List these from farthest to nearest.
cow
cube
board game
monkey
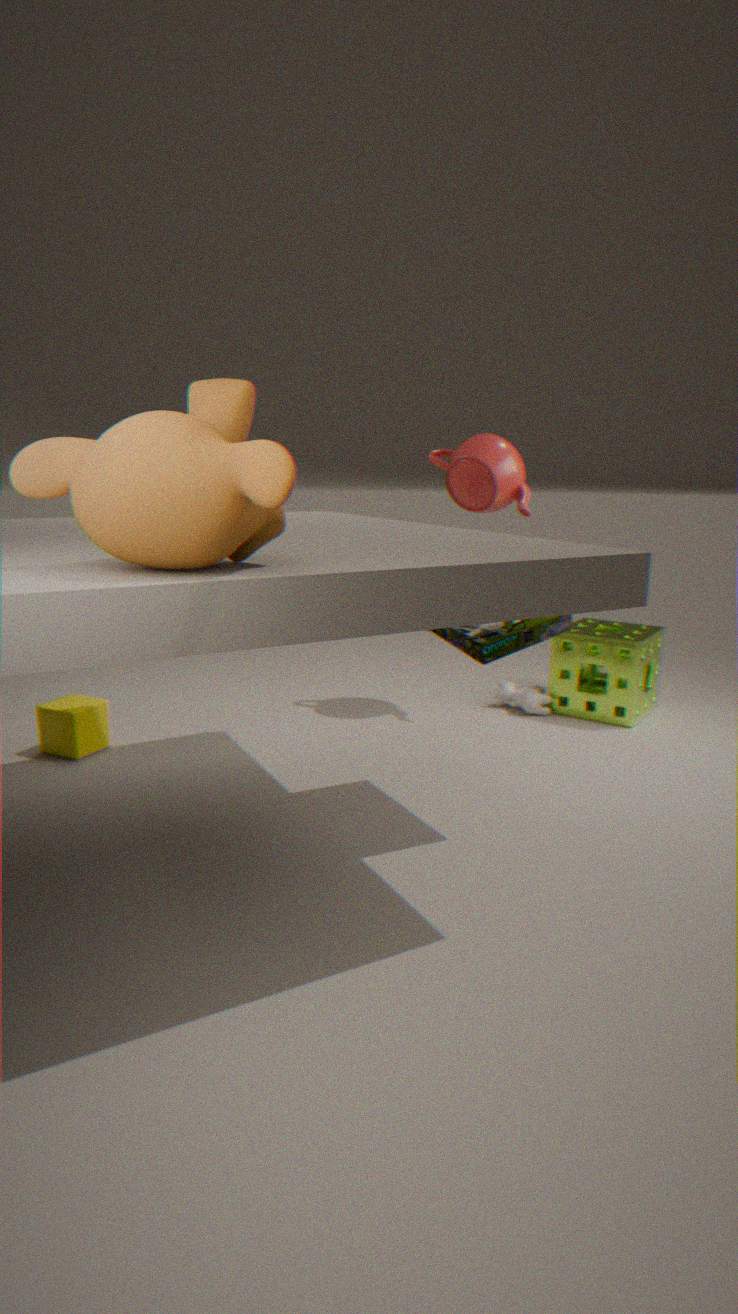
1. cow
2. cube
3. board game
4. monkey
